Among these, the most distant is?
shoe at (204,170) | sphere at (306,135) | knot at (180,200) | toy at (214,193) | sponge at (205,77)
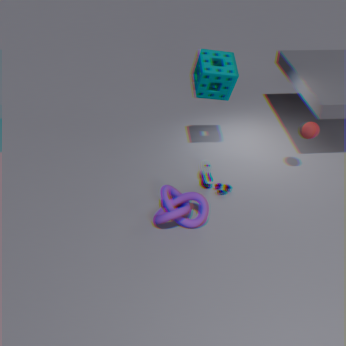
shoe at (204,170)
